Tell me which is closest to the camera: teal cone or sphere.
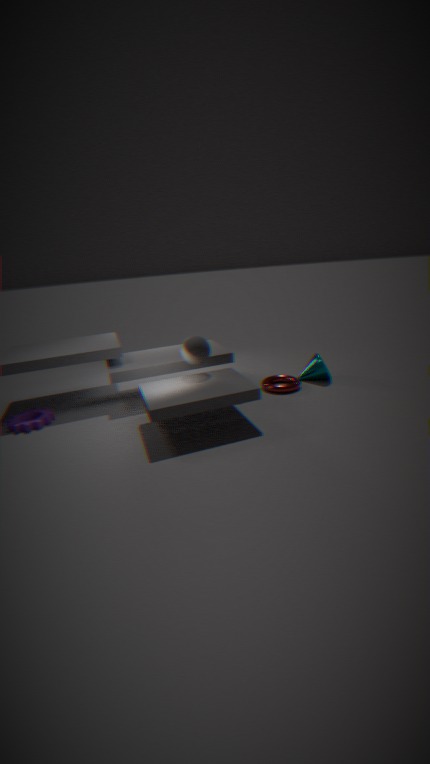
sphere
